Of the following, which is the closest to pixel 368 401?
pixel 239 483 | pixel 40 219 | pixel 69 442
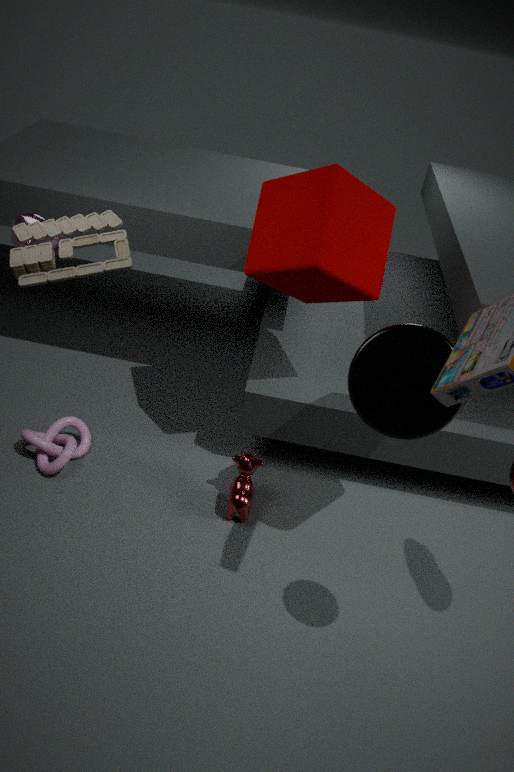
pixel 239 483
